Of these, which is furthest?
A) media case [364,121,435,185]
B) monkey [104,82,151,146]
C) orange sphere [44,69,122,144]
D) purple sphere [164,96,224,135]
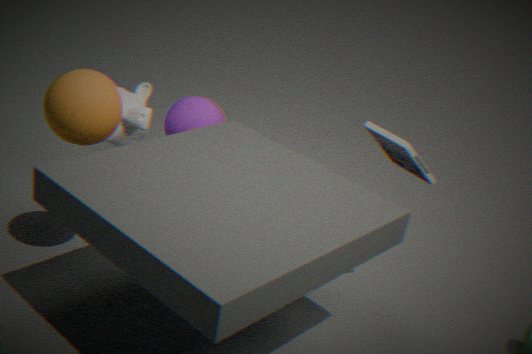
purple sphere [164,96,224,135]
